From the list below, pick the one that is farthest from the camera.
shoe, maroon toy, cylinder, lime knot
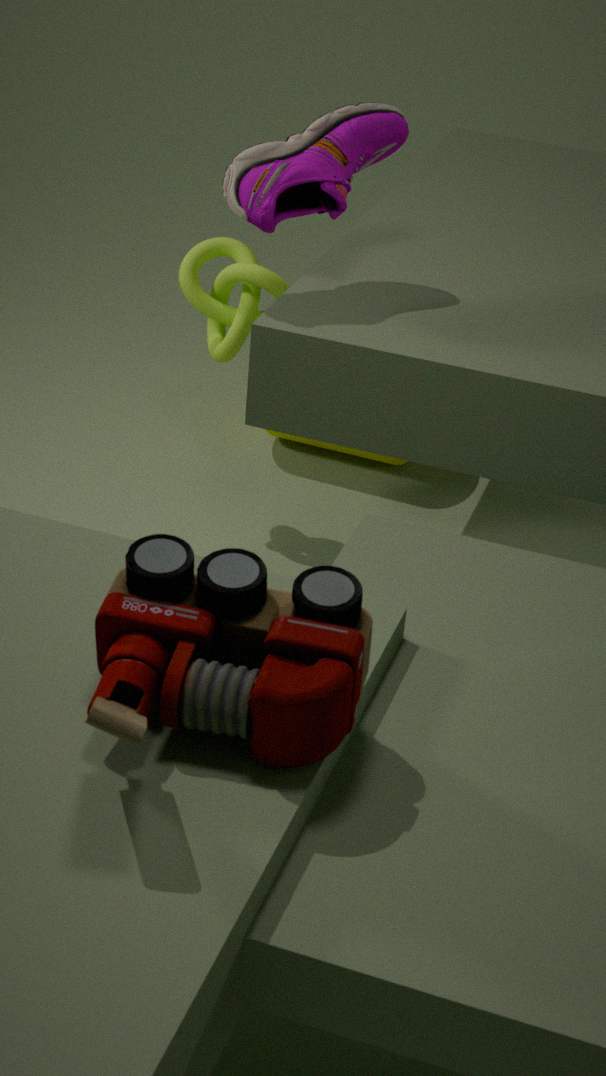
cylinder
